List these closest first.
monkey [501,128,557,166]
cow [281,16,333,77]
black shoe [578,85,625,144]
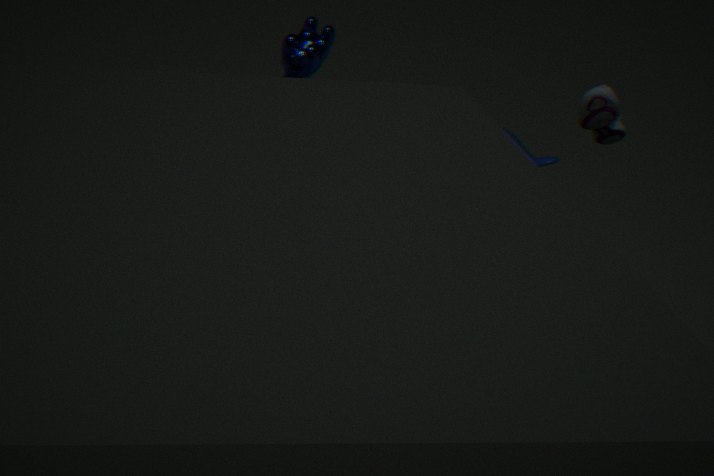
black shoe [578,85,625,144] → cow [281,16,333,77] → monkey [501,128,557,166]
